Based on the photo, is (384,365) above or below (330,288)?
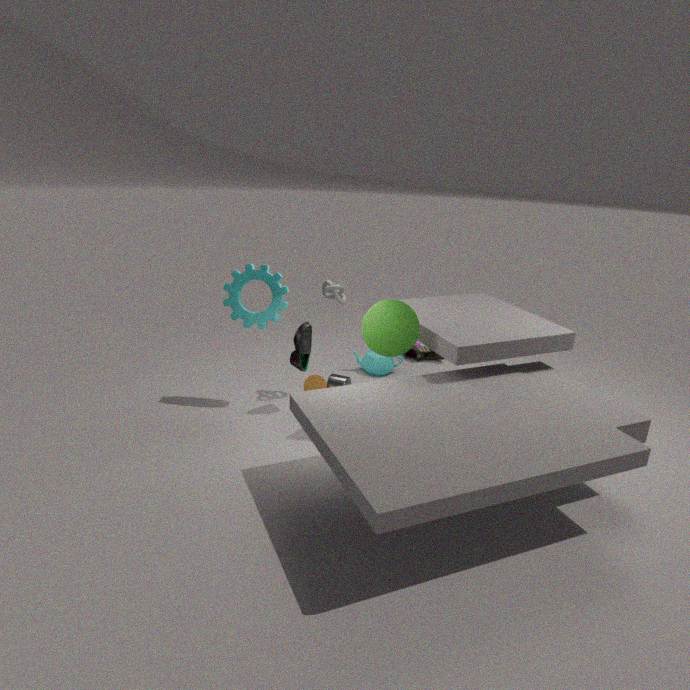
below
